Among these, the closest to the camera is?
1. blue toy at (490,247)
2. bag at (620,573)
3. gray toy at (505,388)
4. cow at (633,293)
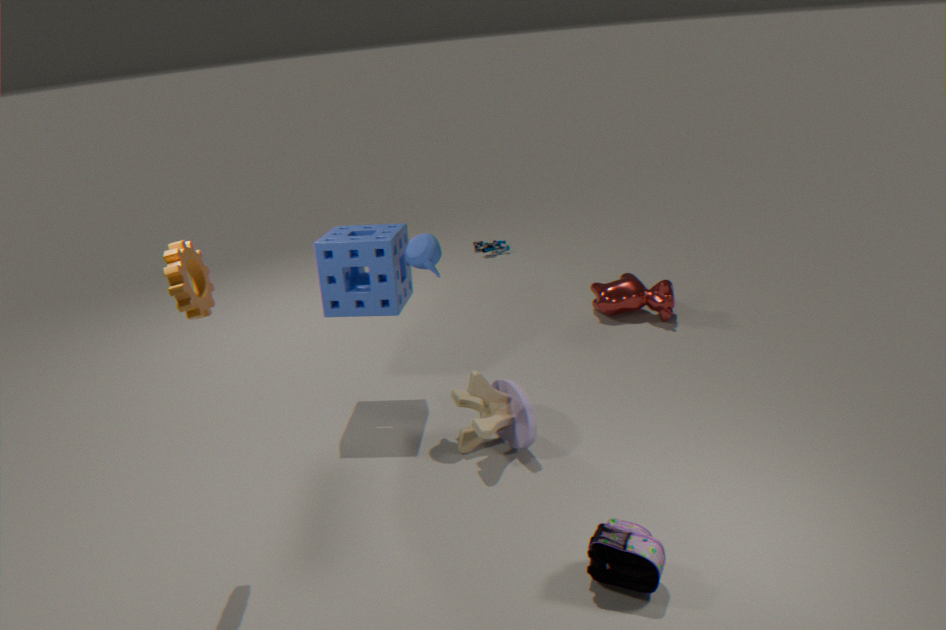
bag at (620,573)
